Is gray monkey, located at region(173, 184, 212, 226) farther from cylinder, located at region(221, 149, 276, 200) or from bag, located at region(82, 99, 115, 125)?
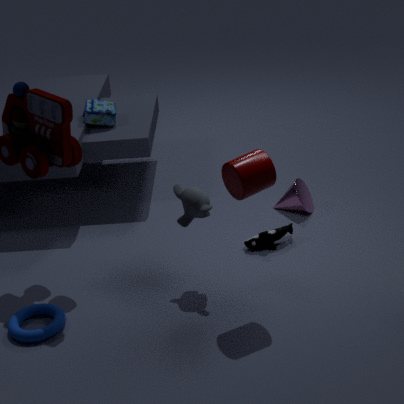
bag, located at region(82, 99, 115, 125)
